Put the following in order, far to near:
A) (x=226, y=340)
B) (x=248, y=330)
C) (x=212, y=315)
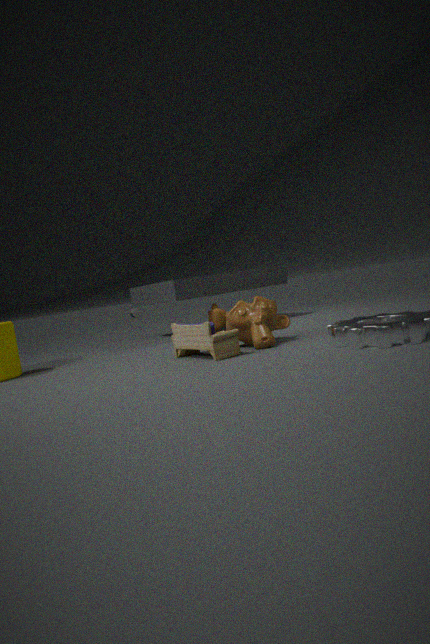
(x=212, y=315) → (x=248, y=330) → (x=226, y=340)
